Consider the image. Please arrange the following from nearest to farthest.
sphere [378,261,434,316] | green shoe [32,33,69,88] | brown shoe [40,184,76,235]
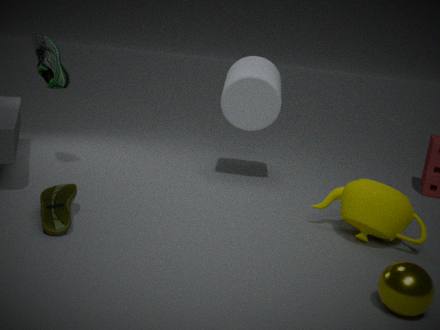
sphere [378,261,434,316] → brown shoe [40,184,76,235] → green shoe [32,33,69,88]
